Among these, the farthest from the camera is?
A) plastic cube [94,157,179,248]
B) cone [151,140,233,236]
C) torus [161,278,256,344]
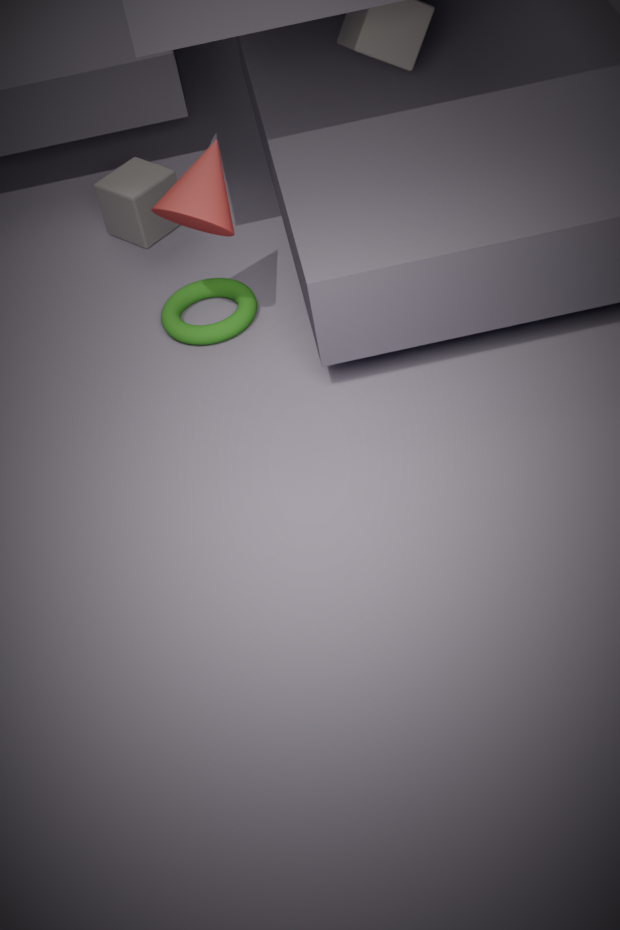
plastic cube [94,157,179,248]
